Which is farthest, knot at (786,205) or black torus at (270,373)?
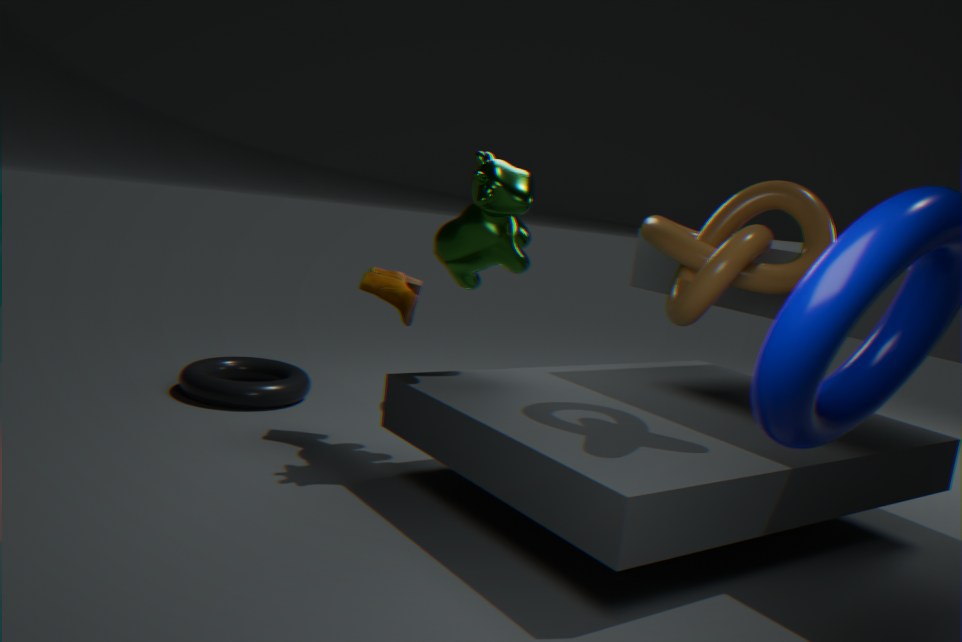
black torus at (270,373)
